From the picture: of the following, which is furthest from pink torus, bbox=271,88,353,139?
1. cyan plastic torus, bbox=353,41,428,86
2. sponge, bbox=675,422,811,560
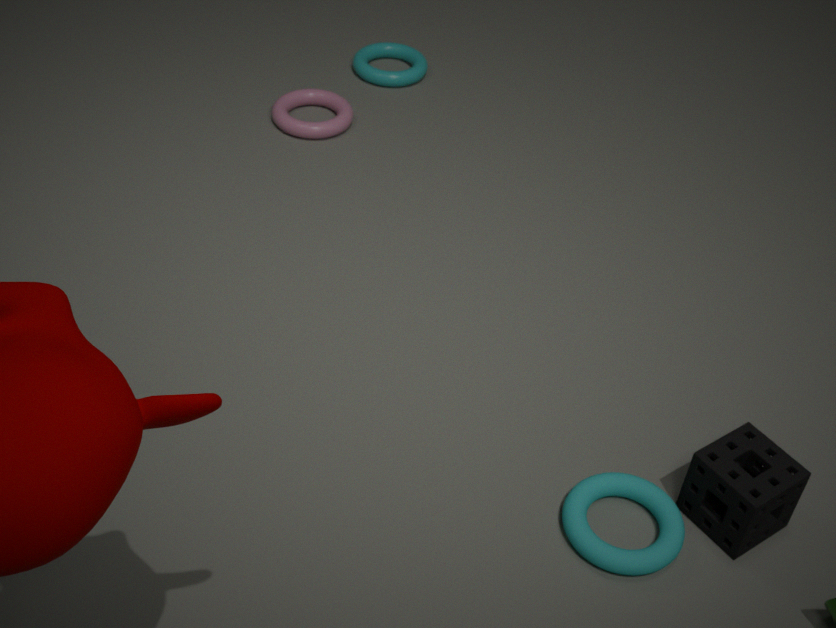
sponge, bbox=675,422,811,560
